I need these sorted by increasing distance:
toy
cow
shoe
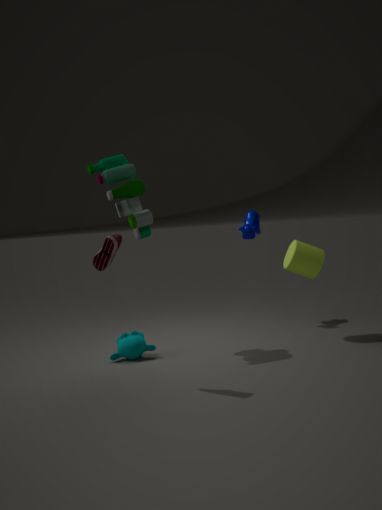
1. shoe
2. toy
3. cow
